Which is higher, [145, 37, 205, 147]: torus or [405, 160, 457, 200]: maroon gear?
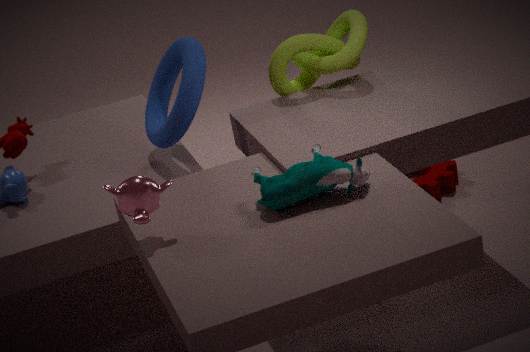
[145, 37, 205, 147]: torus
